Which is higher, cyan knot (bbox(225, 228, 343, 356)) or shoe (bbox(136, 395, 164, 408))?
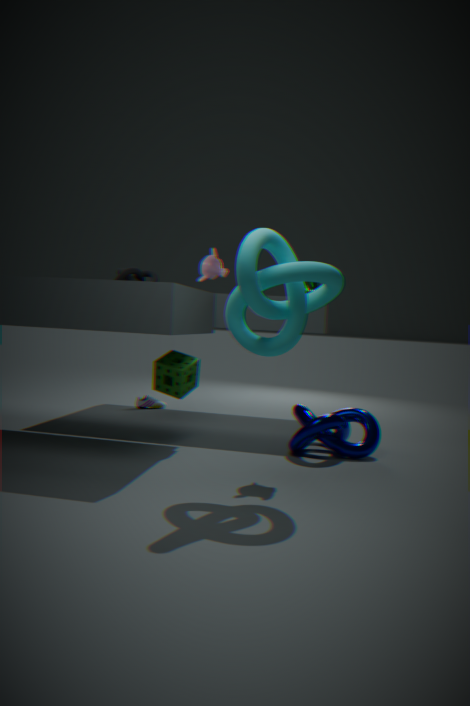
cyan knot (bbox(225, 228, 343, 356))
